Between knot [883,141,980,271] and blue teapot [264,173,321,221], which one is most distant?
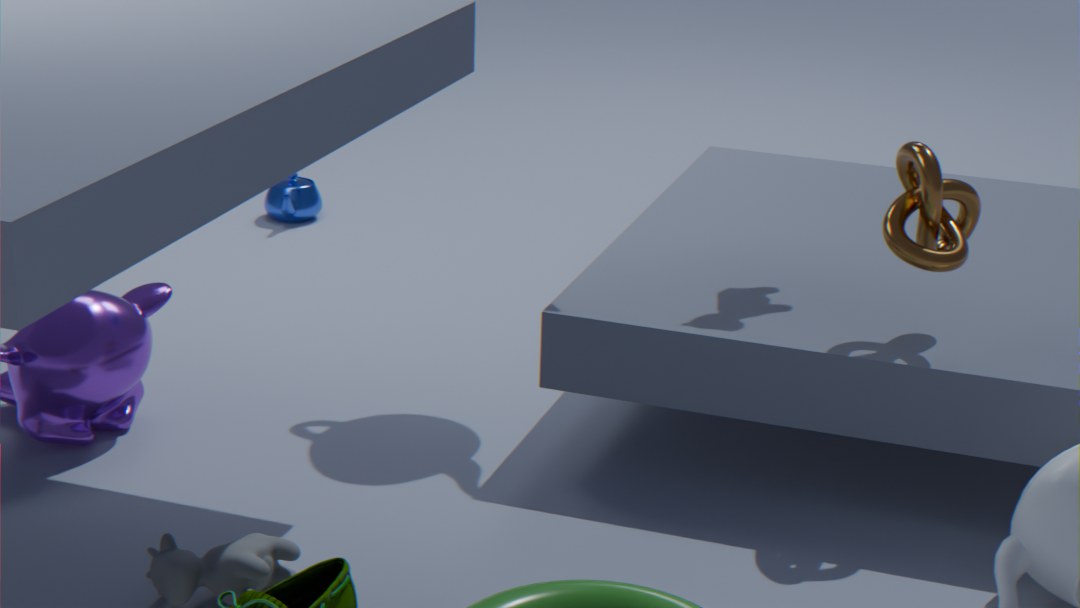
blue teapot [264,173,321,221]
